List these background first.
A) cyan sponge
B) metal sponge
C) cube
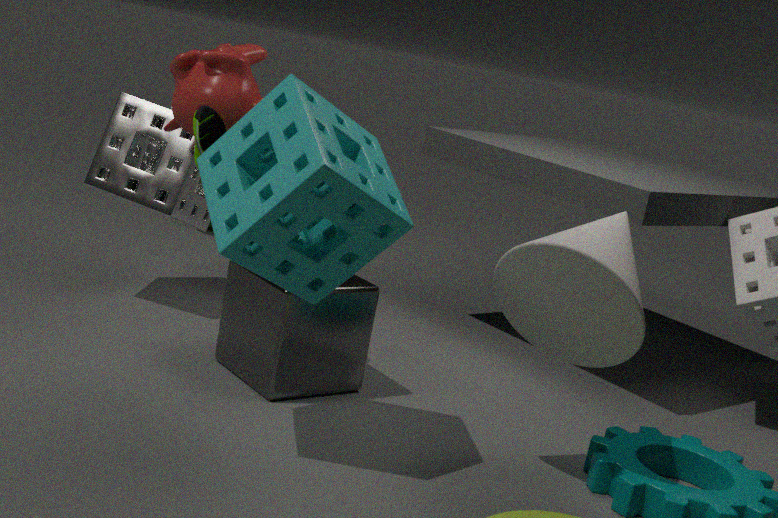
metal sponge → cube → cyan sponge
